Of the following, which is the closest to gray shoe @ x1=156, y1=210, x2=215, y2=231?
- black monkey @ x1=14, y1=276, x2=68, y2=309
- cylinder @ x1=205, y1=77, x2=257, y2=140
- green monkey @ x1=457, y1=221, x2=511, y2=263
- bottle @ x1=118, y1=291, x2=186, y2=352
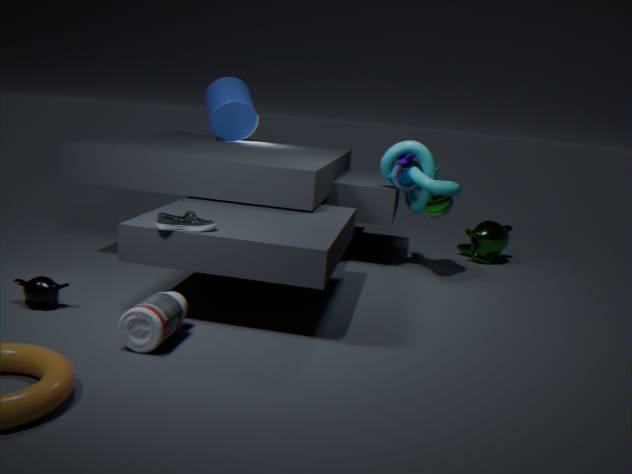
bottle @ x1=118, y1=291, x2=186, y2=352
